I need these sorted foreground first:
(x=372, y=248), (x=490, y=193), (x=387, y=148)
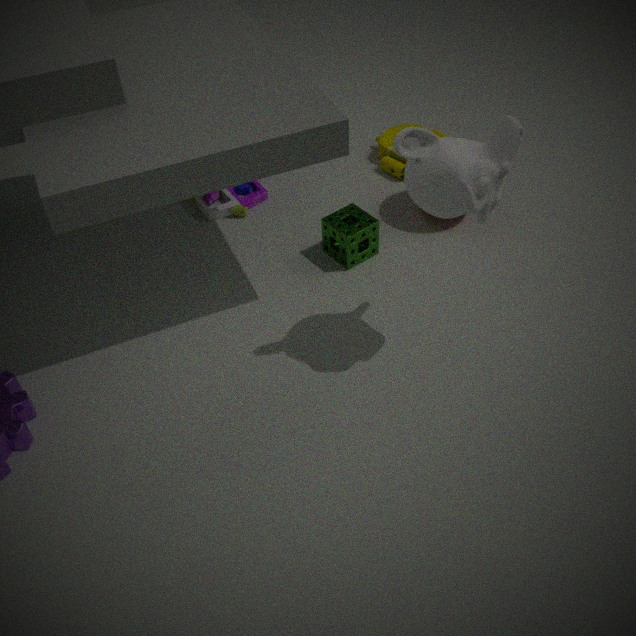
(x=490, y=193) < (x=372, y=248) < (x=387, y=148)
